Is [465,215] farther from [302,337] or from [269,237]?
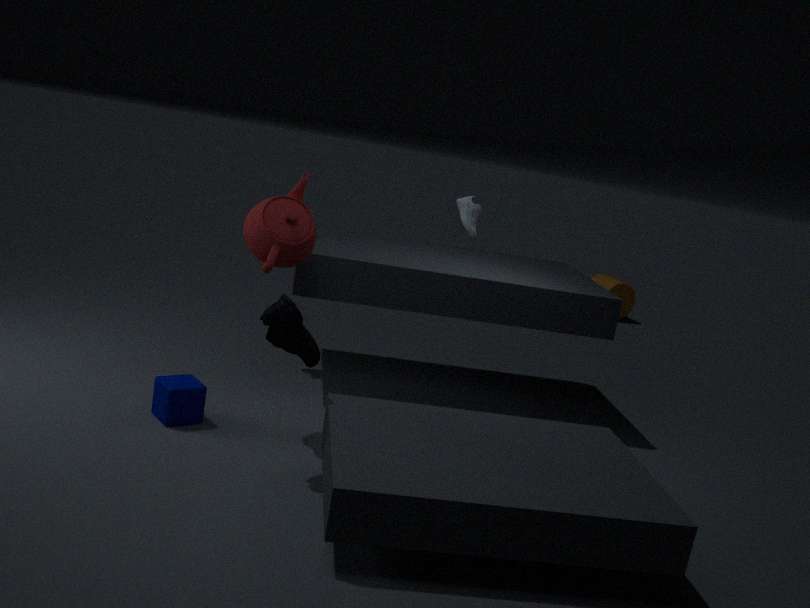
[302,337]
